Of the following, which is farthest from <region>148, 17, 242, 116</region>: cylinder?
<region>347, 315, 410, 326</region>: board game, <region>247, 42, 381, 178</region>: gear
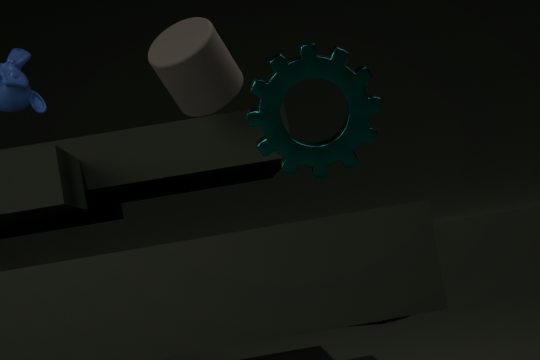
<region>347, 315, 410, 326</region>: board game
